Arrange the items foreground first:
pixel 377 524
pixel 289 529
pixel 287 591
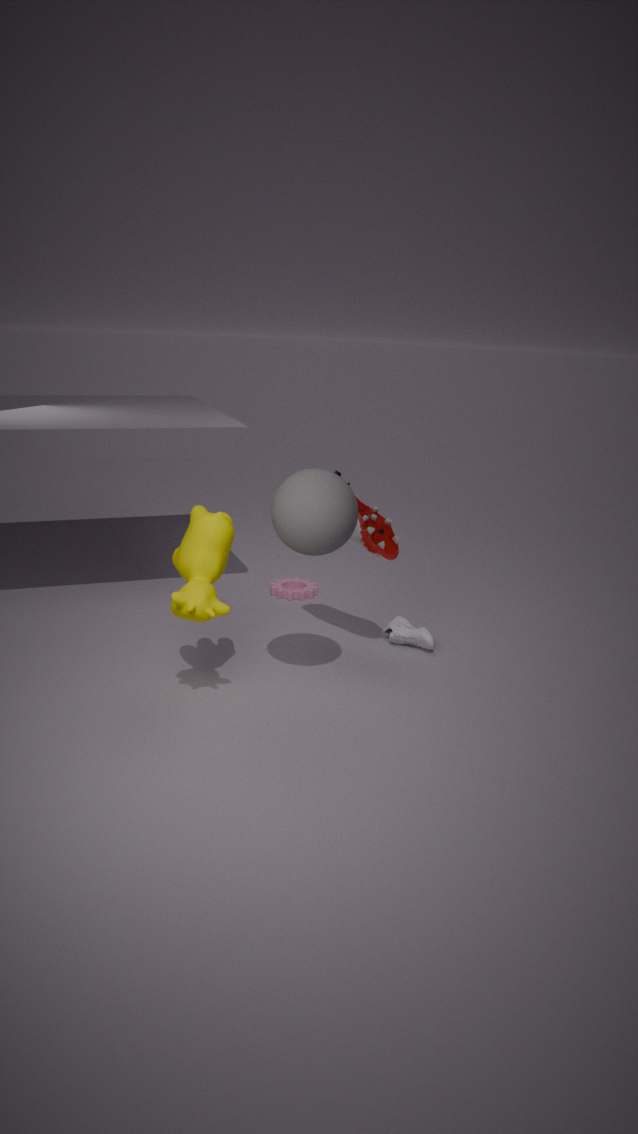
pixel 289 529 < pixel 377 524 < pixel 287 591
